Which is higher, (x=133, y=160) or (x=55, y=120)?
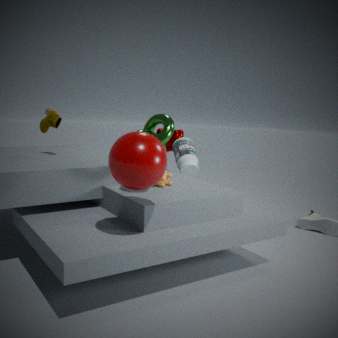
(x=55, y=120)
